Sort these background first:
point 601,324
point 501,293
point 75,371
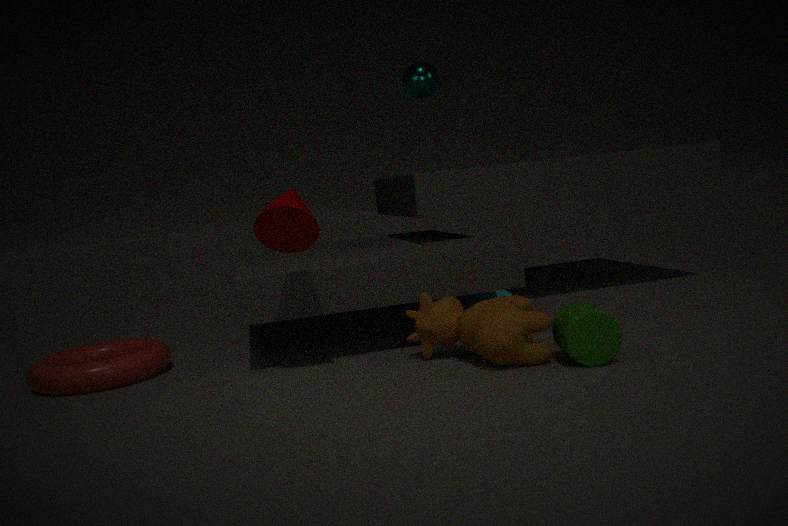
point 501,293 → point 75,371 → point 601,324
